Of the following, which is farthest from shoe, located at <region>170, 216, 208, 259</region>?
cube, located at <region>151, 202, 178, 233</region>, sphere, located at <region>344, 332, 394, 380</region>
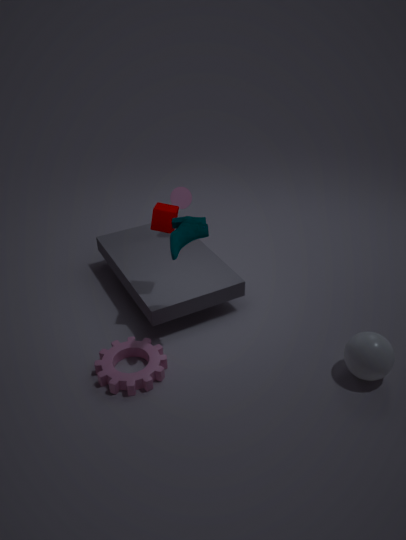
sphere, located at <region>344, 332, 394, 380</region>
